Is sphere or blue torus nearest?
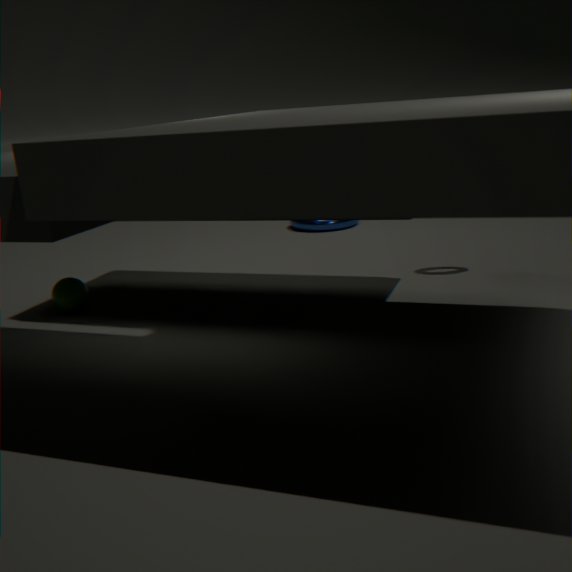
sphere
